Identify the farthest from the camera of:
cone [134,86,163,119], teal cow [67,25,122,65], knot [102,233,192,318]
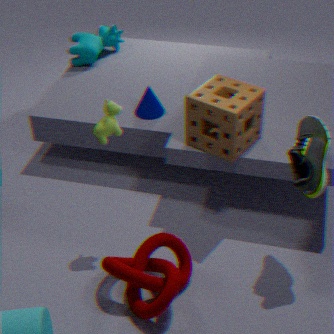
teal cow [67,25,122,65]
